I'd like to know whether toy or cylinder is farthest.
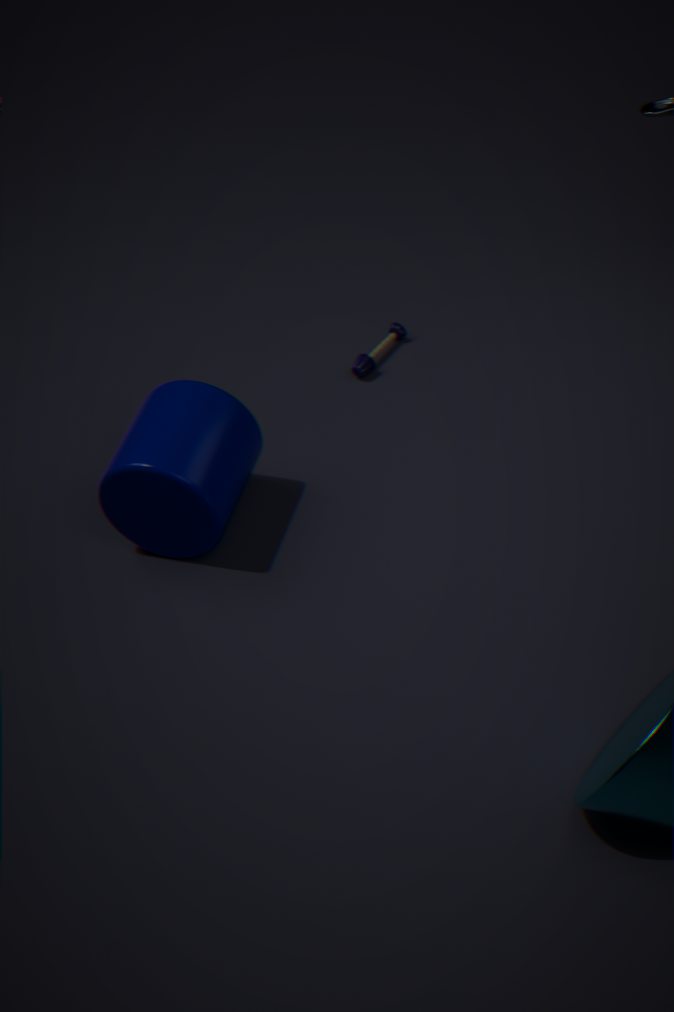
toy
